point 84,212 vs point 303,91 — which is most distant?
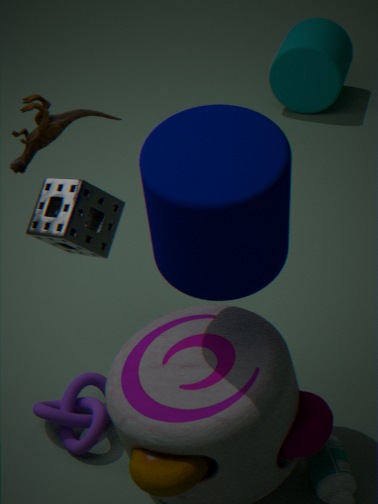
point 303,91
